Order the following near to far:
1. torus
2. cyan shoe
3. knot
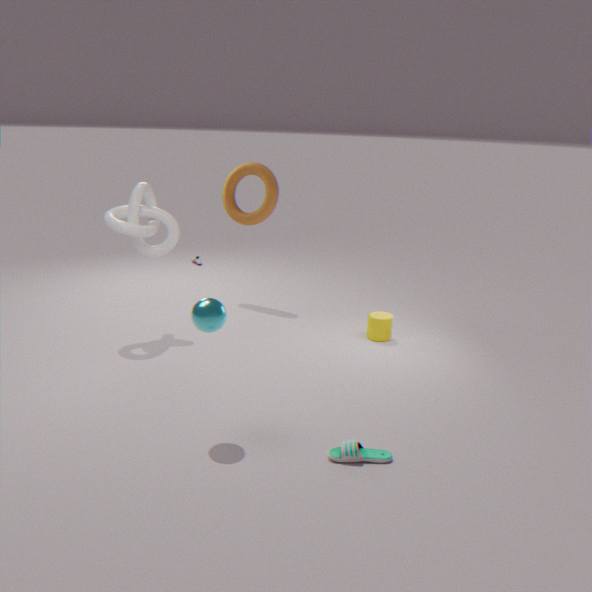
cyan shoe < knot < torus
